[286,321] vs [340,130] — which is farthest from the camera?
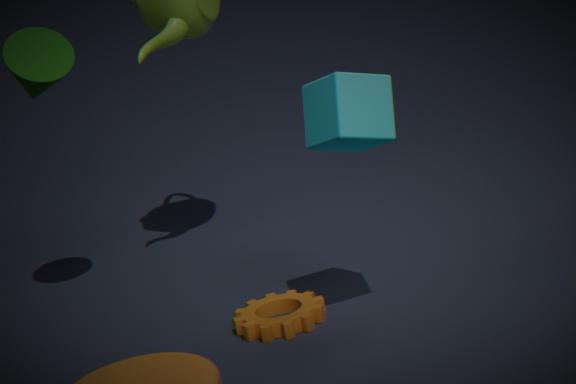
[286,321]
